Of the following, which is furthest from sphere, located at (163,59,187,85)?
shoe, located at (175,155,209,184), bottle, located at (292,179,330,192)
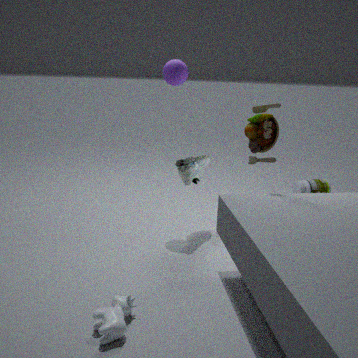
bottle, located at (292,179,330,192)
